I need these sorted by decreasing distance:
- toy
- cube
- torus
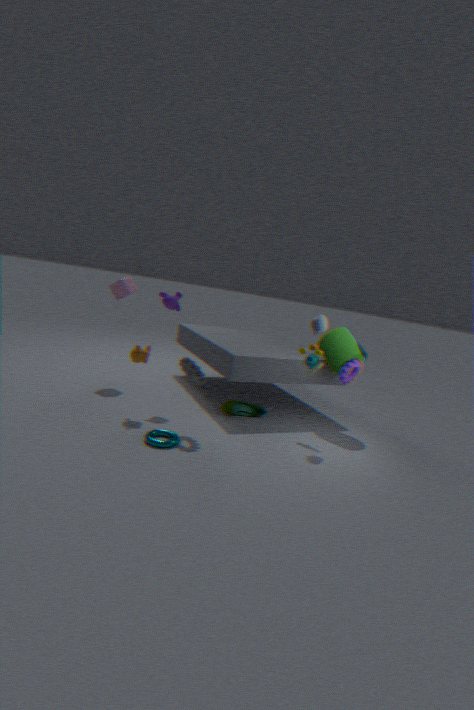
cube
toy
torus
